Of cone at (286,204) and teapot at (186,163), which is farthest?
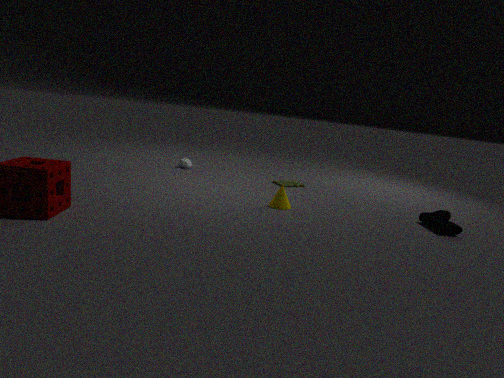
teapot at (186,163)
